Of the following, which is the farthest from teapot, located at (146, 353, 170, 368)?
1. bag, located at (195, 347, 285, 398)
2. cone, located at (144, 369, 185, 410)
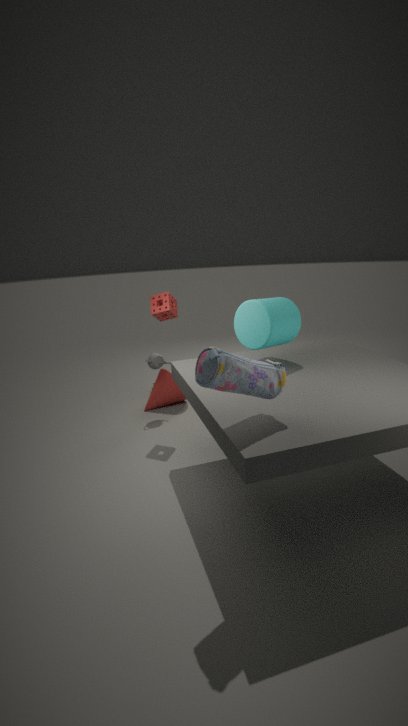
bag, located at (195, 347, 285, 398)
